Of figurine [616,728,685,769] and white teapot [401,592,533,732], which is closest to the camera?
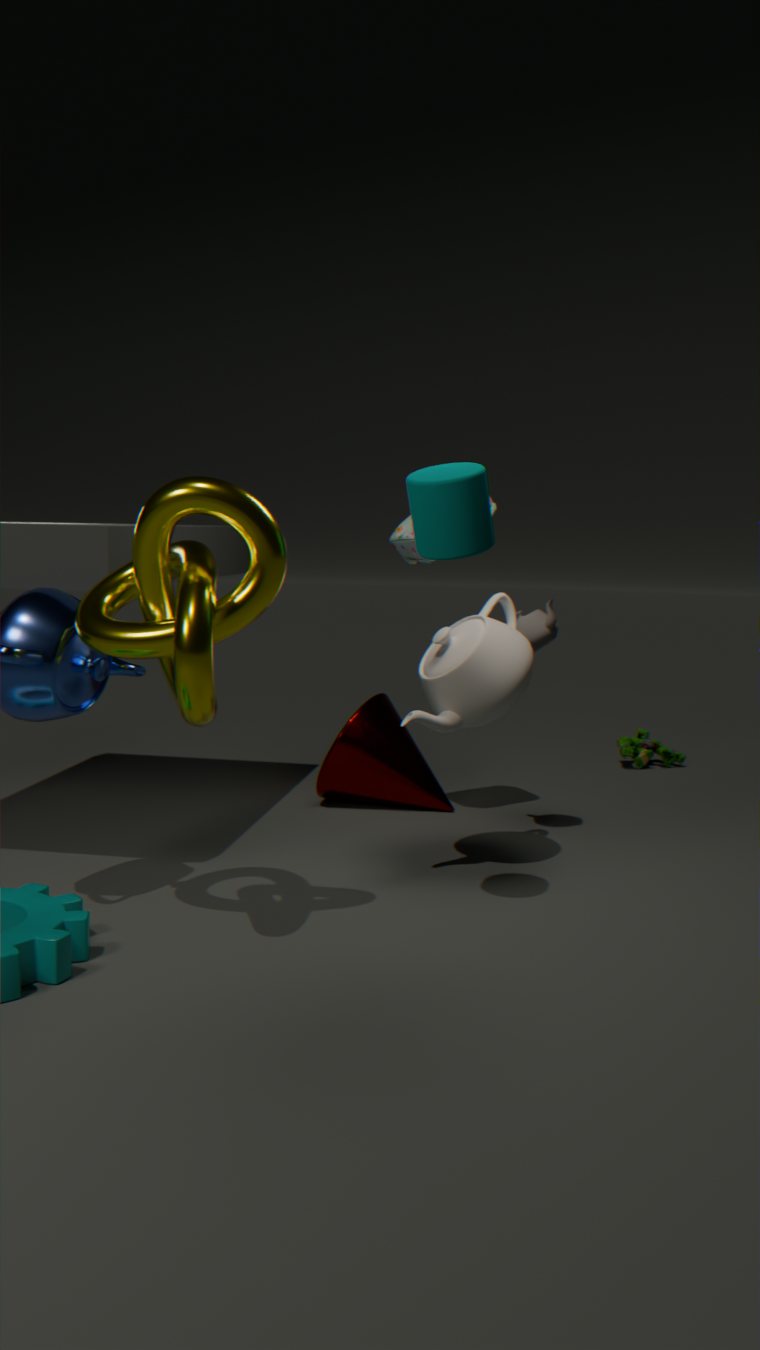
white teapot [401,592,533,732]
